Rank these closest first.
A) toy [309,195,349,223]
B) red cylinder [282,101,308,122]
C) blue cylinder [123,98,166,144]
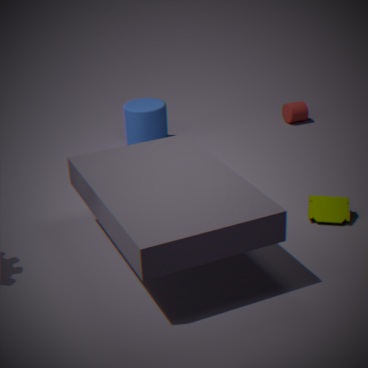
toy [309,195,349,223] < blue cylinder [123,98,166,144] < red cylinder [282,101,308,122]
